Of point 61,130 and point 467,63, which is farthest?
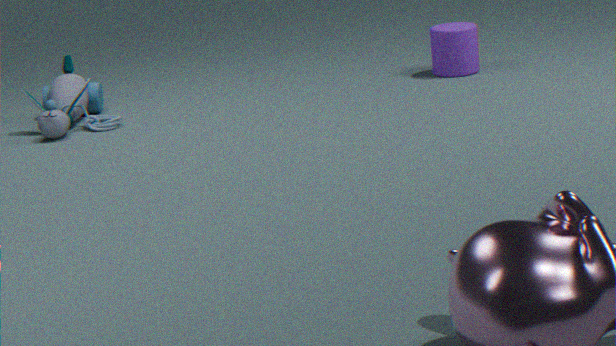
point 467,63
